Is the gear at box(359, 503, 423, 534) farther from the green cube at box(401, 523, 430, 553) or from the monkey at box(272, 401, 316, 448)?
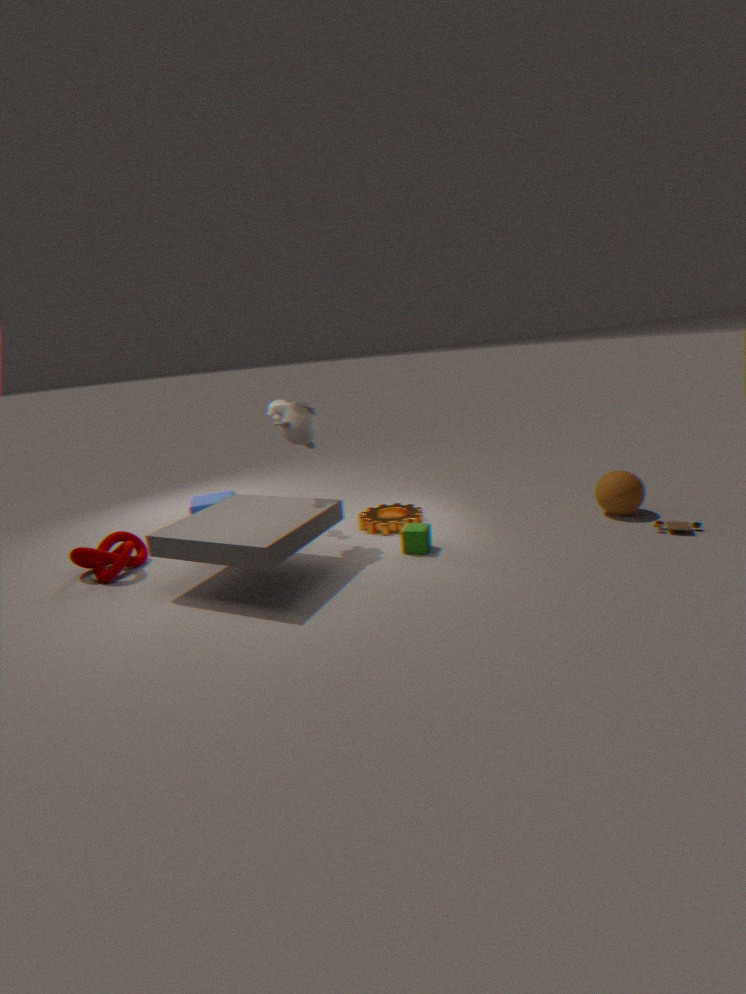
the monkey at box(272, 401, 316, 448)
